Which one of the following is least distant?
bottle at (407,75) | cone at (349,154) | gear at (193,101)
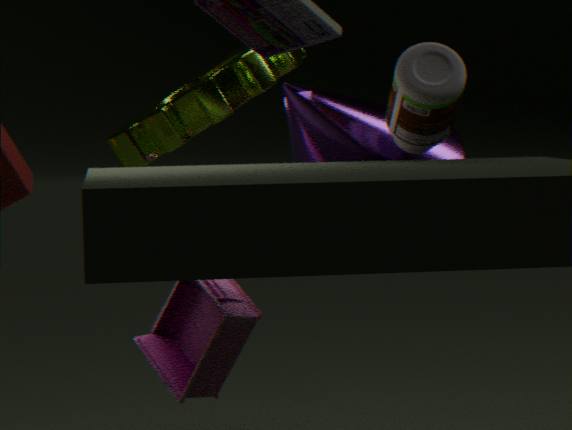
bottle at (407,75)
